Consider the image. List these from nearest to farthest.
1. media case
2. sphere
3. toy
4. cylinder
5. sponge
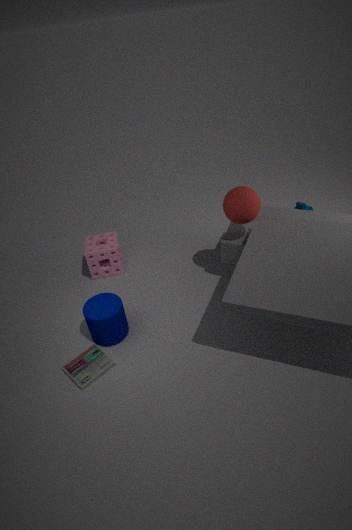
media case → cylinder → sphere → sponge → toy
